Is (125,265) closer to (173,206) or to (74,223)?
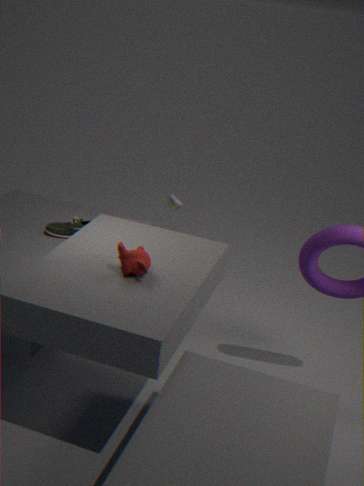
(74,223)
